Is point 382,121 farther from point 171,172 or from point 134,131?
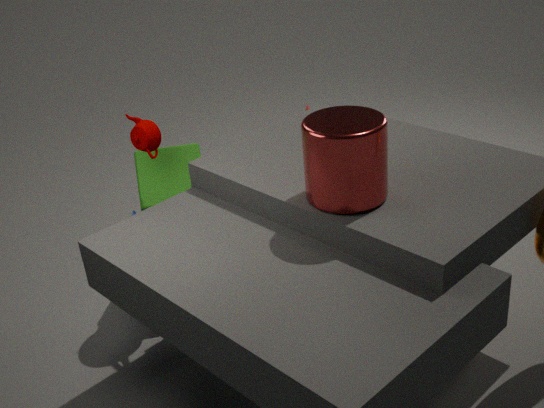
point 171,172
